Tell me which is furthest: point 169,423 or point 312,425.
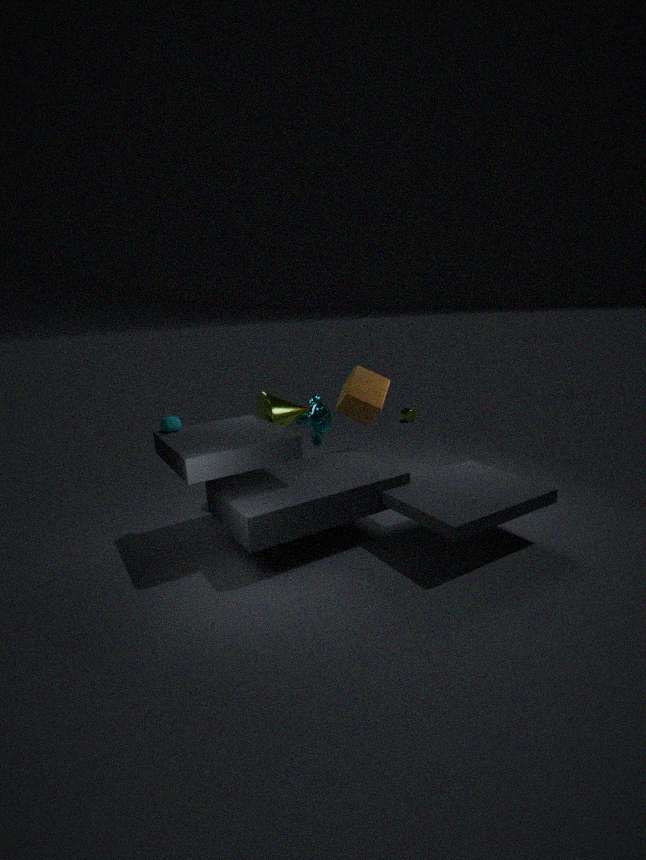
point 312,425
